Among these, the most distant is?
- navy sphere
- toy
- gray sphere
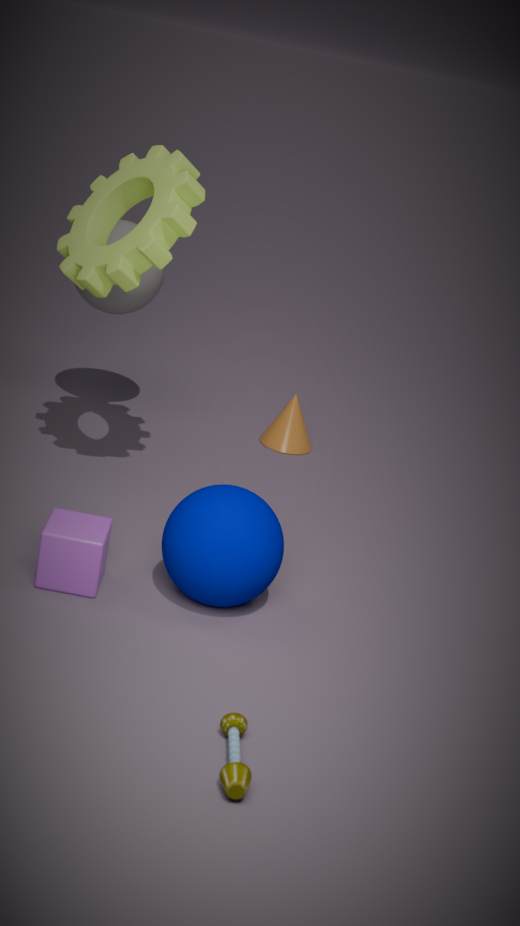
gray sphere
